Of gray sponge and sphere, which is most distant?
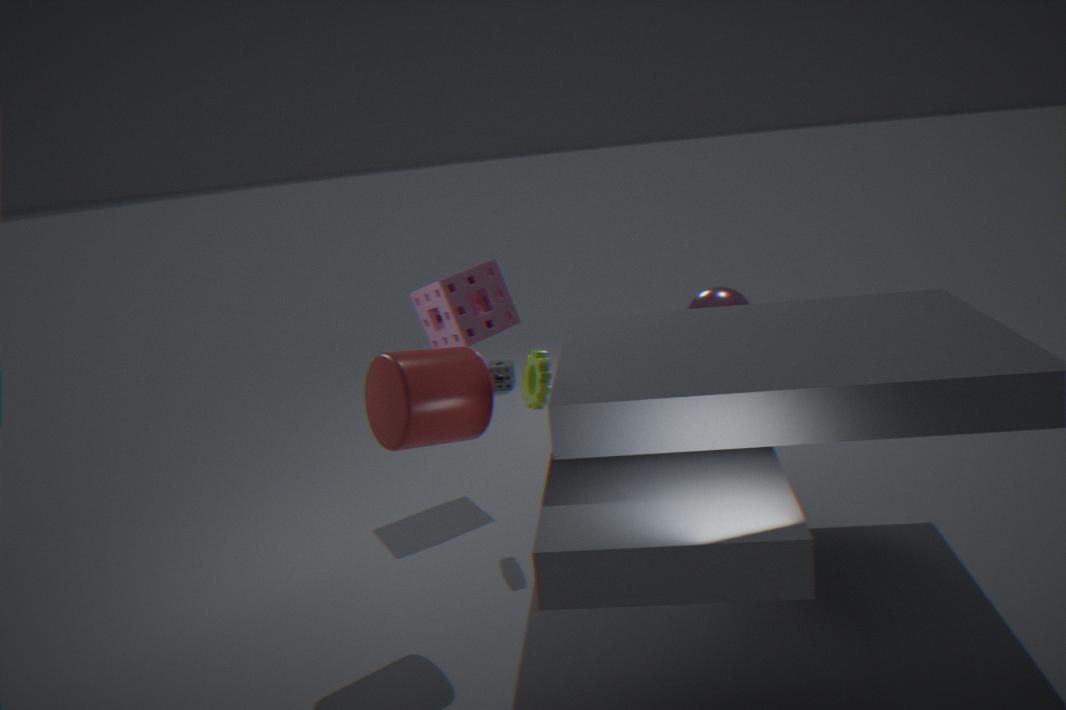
gray sponge
